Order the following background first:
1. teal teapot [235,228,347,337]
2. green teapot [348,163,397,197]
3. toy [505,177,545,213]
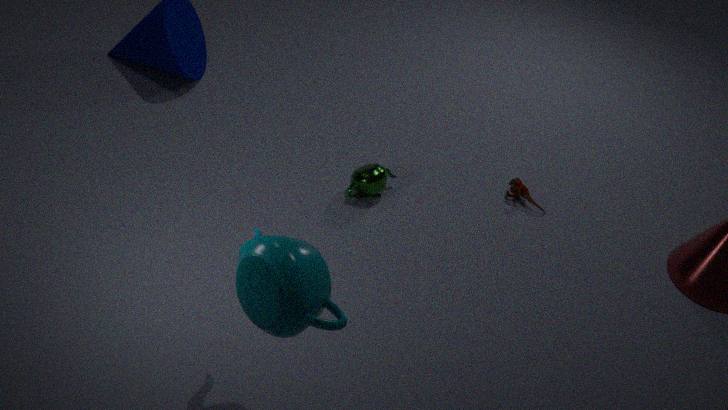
toy [505,177,545,213], green teapot [348,163,397,197], teal teapot [235,228,347,337]
